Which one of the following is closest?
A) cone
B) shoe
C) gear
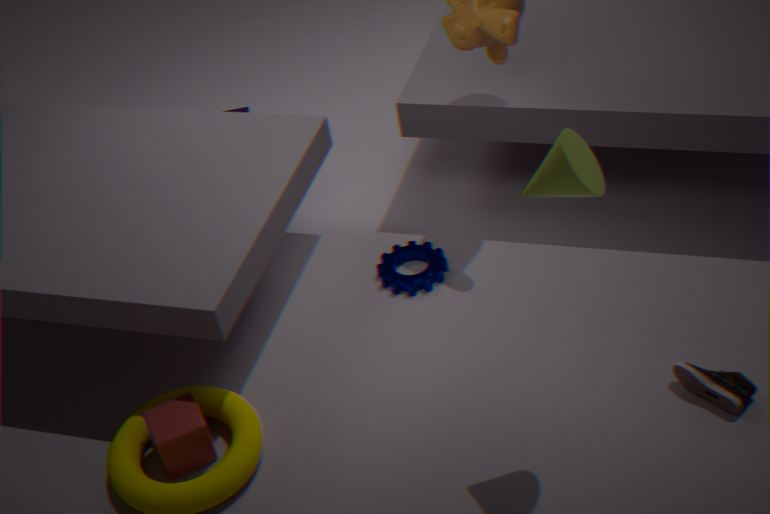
cone
